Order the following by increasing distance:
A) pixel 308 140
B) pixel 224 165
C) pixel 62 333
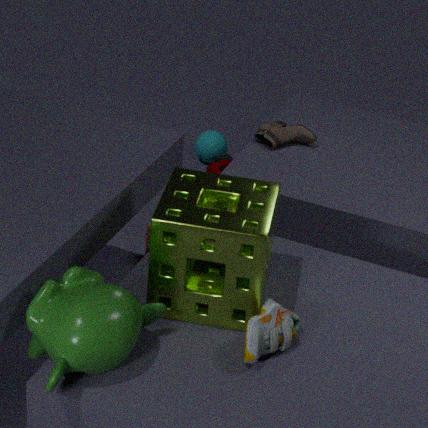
pixel 62 333
pixel 308 140
pixel 224 165
